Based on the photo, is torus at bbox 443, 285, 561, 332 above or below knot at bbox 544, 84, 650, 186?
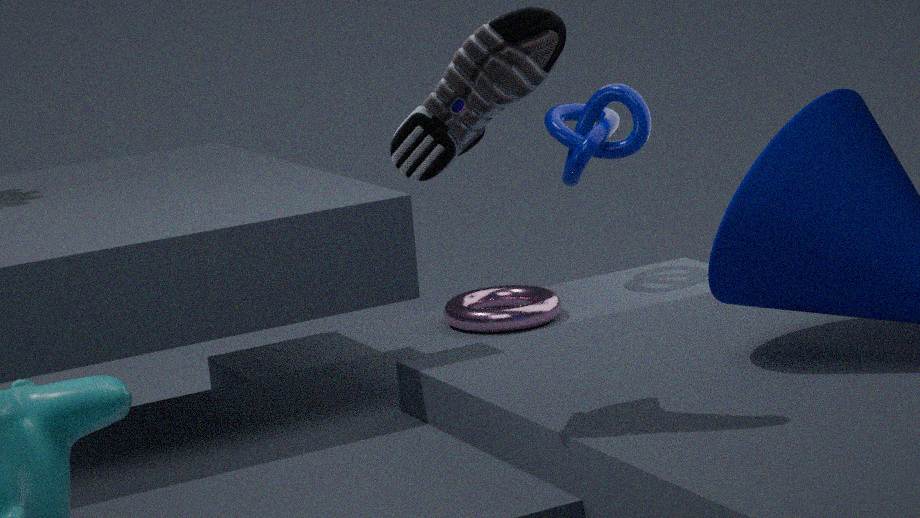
below
